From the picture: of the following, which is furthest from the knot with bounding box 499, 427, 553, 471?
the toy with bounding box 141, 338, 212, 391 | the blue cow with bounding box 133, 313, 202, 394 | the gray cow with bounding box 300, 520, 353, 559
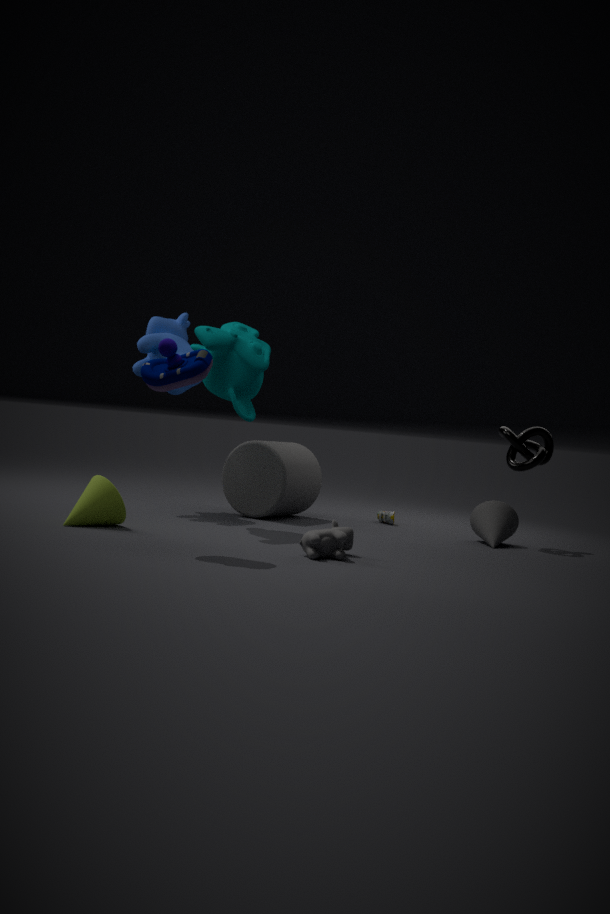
the toy with bounding box 141, 338, 212, 391
